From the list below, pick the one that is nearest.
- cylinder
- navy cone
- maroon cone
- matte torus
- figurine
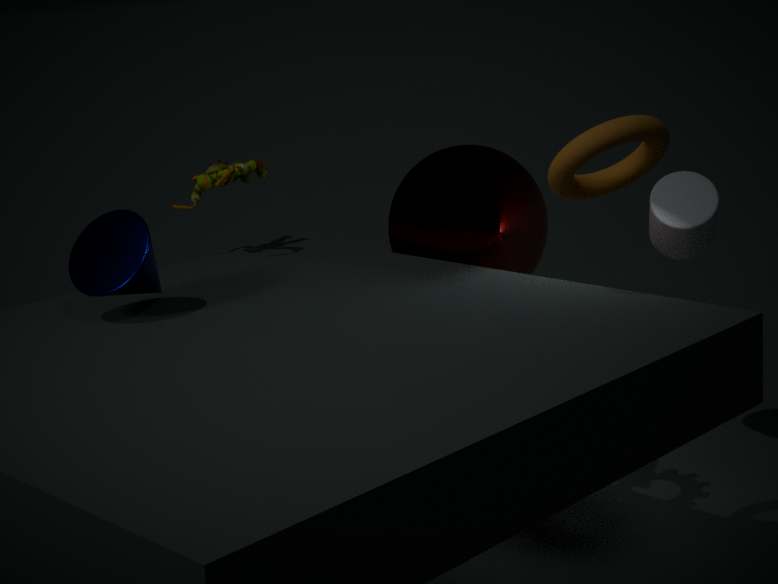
matte torus
